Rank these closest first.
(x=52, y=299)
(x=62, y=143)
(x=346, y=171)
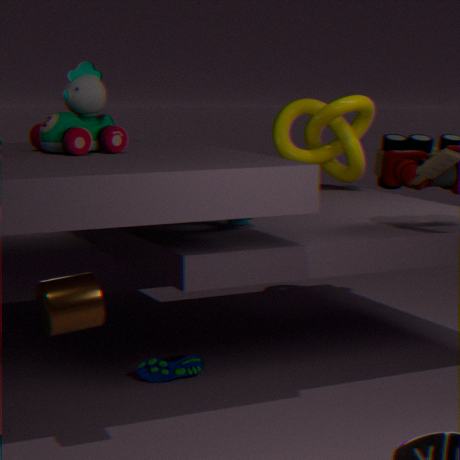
(x=52, y=299) → (x=62, y=143) → (x=346, y=171)
